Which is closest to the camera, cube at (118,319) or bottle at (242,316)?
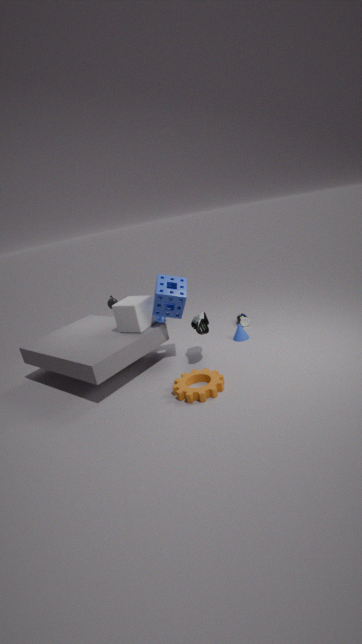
cube at (118,319)
